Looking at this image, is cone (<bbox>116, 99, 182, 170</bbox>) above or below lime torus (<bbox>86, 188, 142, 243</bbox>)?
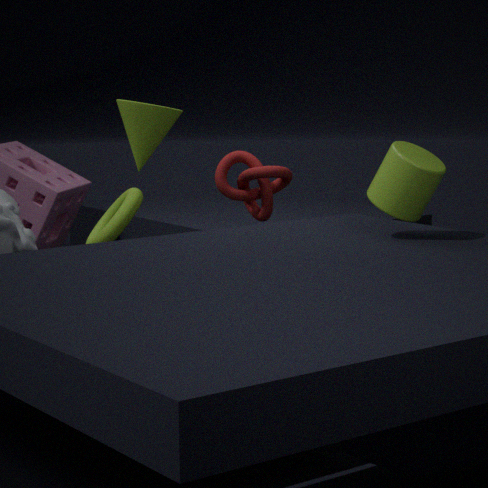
above
